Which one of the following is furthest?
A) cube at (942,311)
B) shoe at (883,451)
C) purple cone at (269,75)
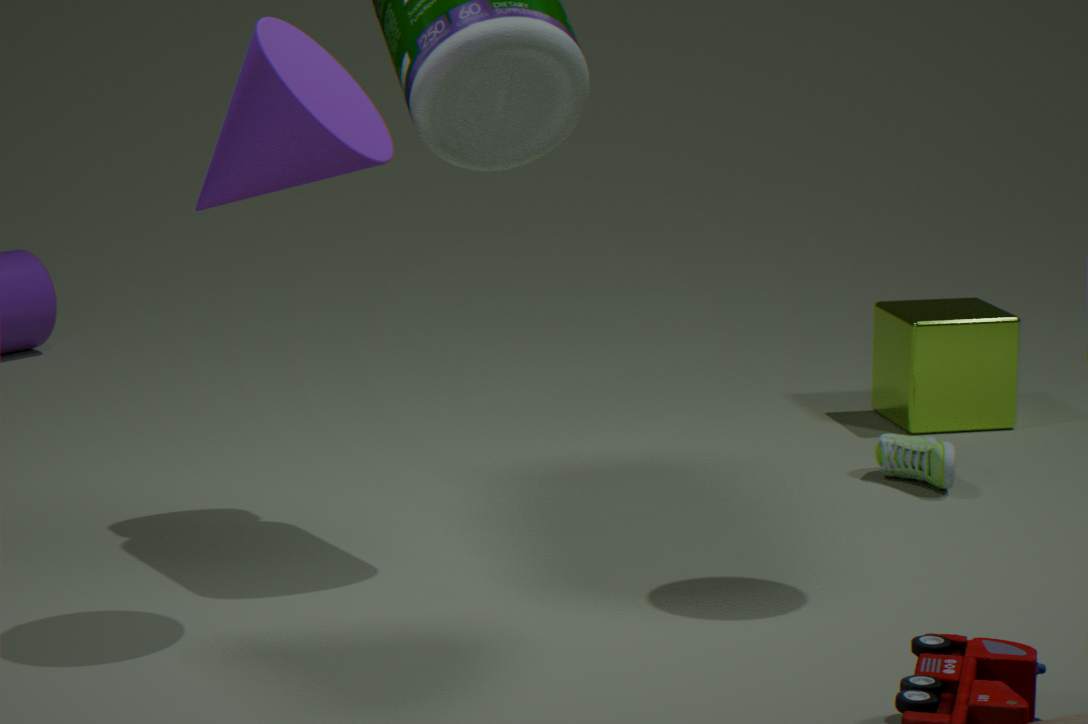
cube at (942,311)
